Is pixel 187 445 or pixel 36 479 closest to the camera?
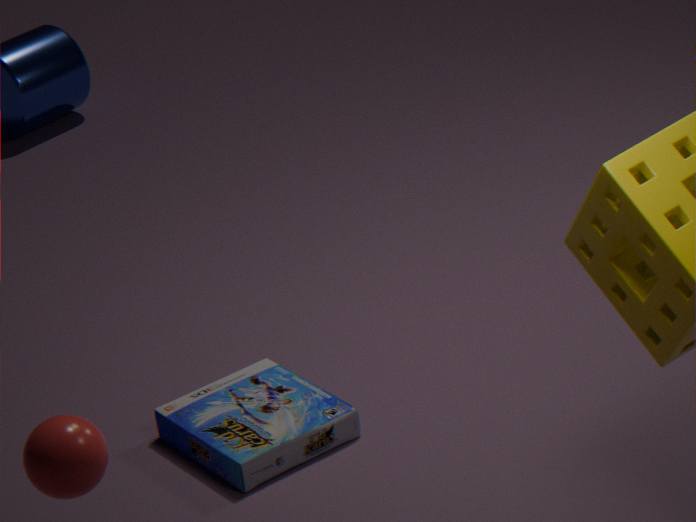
pixel 36 479
